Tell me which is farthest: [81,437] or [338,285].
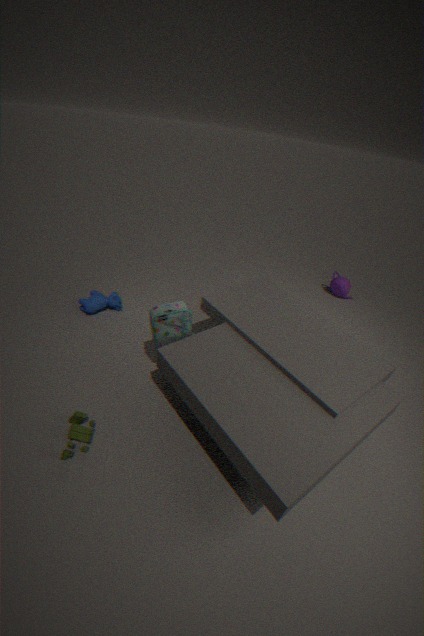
[338,285]
